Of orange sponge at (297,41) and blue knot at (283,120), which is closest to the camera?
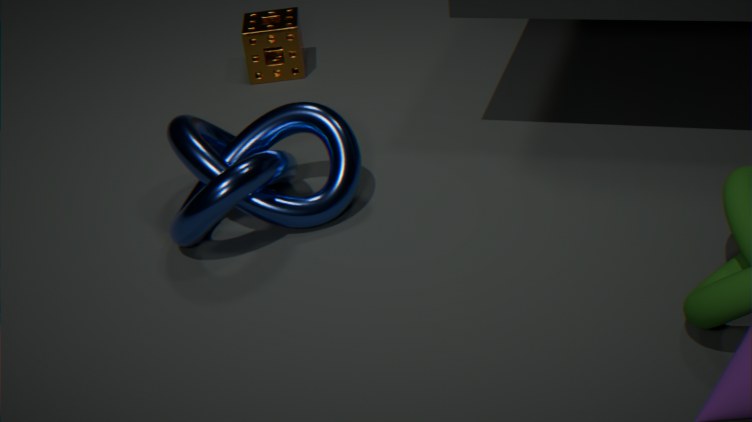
blue knot at (283,120)
